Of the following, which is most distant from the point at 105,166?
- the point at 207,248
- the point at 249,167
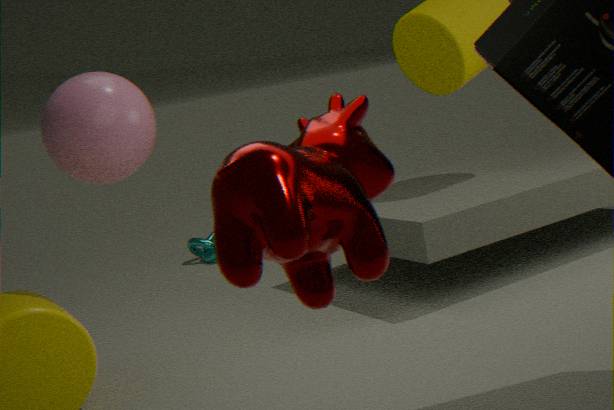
the point at 207,248
